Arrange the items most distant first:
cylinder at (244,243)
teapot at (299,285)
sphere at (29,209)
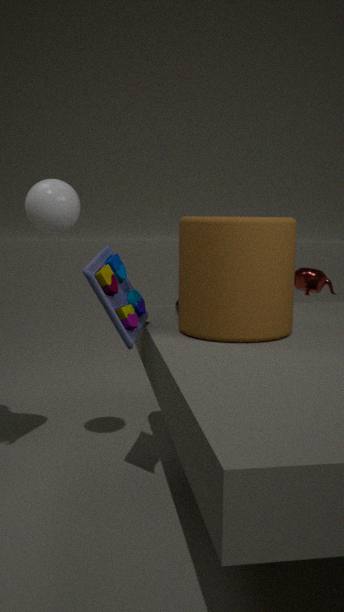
1. teapot at (299,285)
2. sphere at (29,209)
3. cylinder at (244,243)
